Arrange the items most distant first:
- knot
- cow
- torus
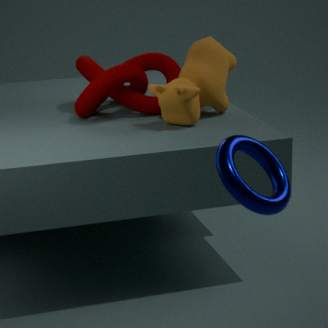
knot → cow → torus
